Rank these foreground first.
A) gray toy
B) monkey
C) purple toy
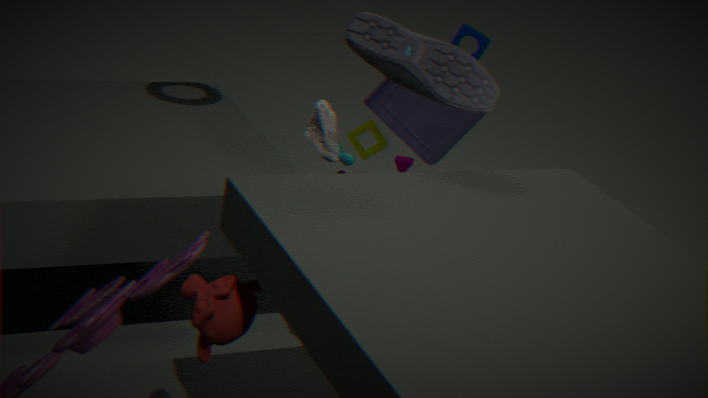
monkey
gray toy
purple toy
